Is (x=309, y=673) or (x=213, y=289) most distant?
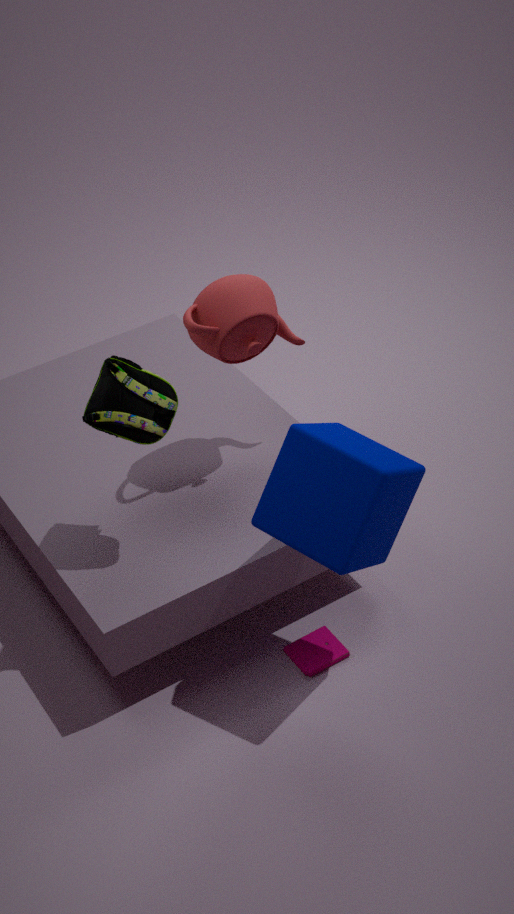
(x=309, y=673)
